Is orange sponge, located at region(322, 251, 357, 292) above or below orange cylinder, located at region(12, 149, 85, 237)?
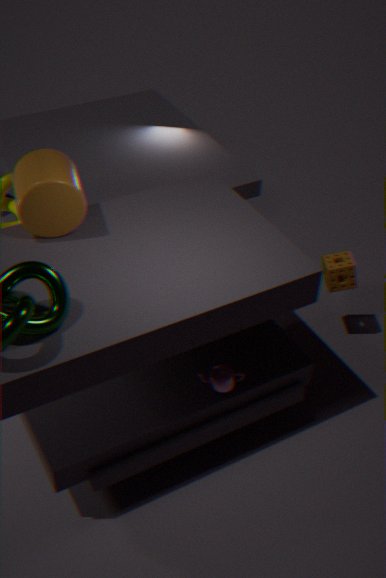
below
